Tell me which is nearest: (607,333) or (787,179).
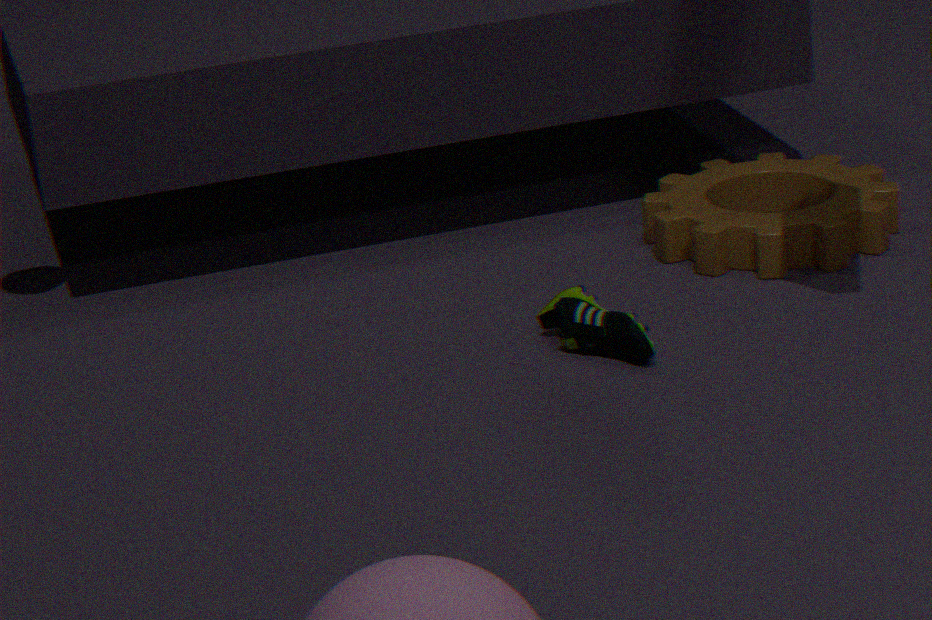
(607,333)
